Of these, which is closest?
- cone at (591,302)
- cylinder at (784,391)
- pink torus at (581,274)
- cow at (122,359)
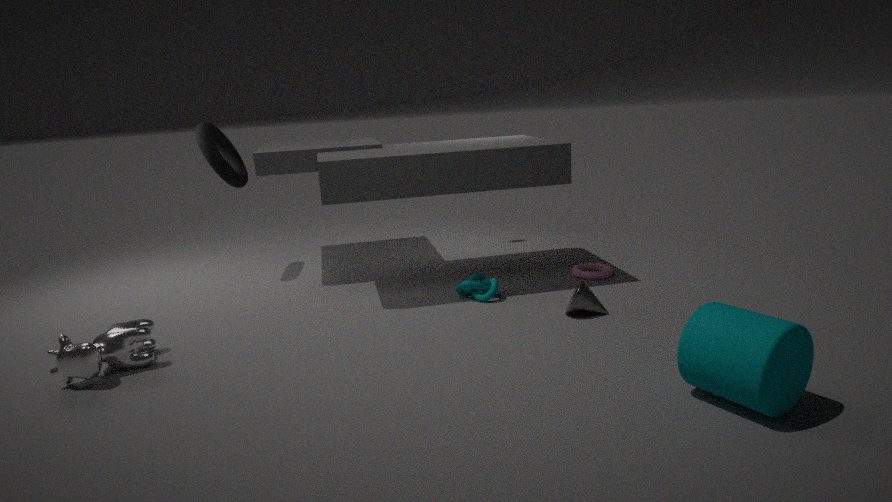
cylinder at (784,391)
